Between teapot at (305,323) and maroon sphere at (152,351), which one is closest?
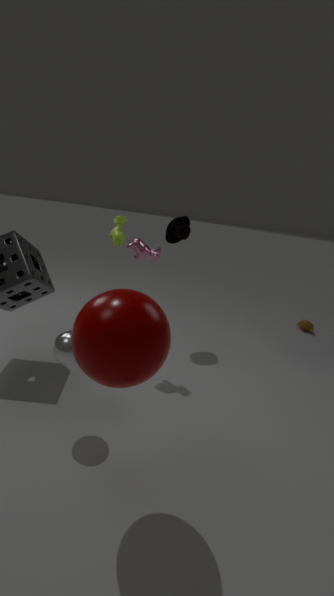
maroon sphere at (152,351)
